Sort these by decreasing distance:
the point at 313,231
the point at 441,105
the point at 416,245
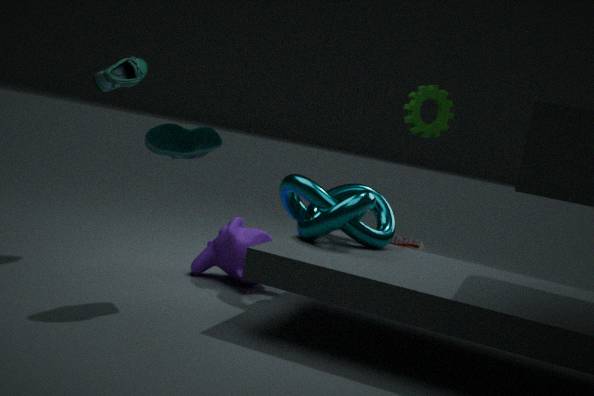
the point at 416,245
the point at 441,105
the point at 313,231
